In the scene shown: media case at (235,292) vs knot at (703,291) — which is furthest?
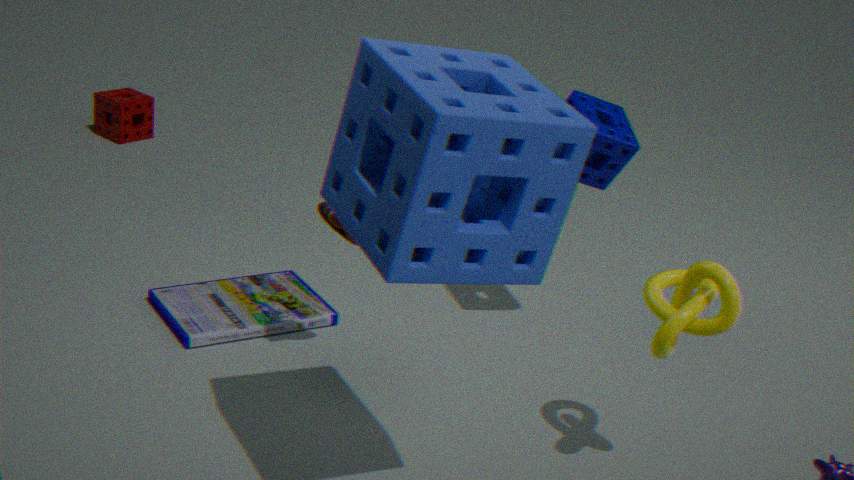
media case at (235,292)
